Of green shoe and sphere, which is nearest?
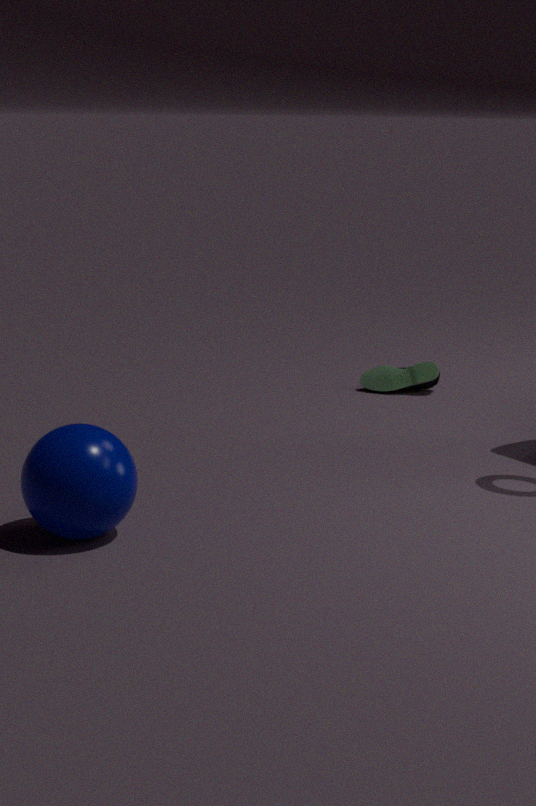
sphere
